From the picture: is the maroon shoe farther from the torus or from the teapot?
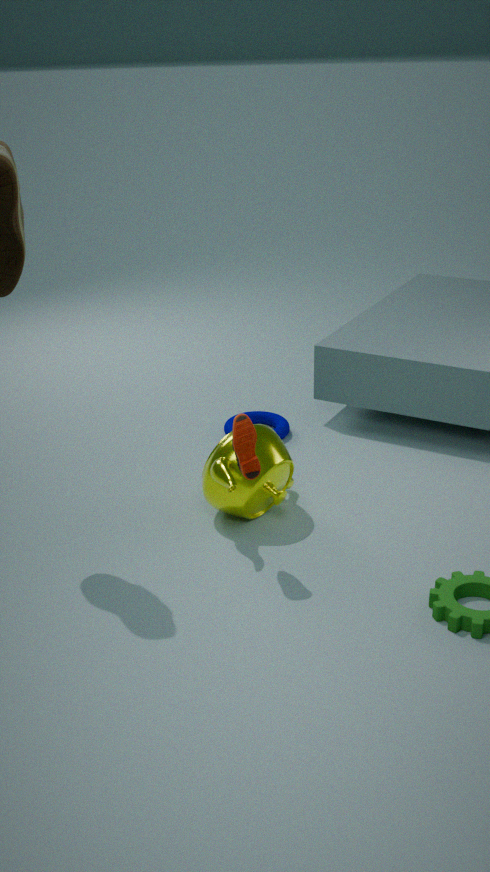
the torus
